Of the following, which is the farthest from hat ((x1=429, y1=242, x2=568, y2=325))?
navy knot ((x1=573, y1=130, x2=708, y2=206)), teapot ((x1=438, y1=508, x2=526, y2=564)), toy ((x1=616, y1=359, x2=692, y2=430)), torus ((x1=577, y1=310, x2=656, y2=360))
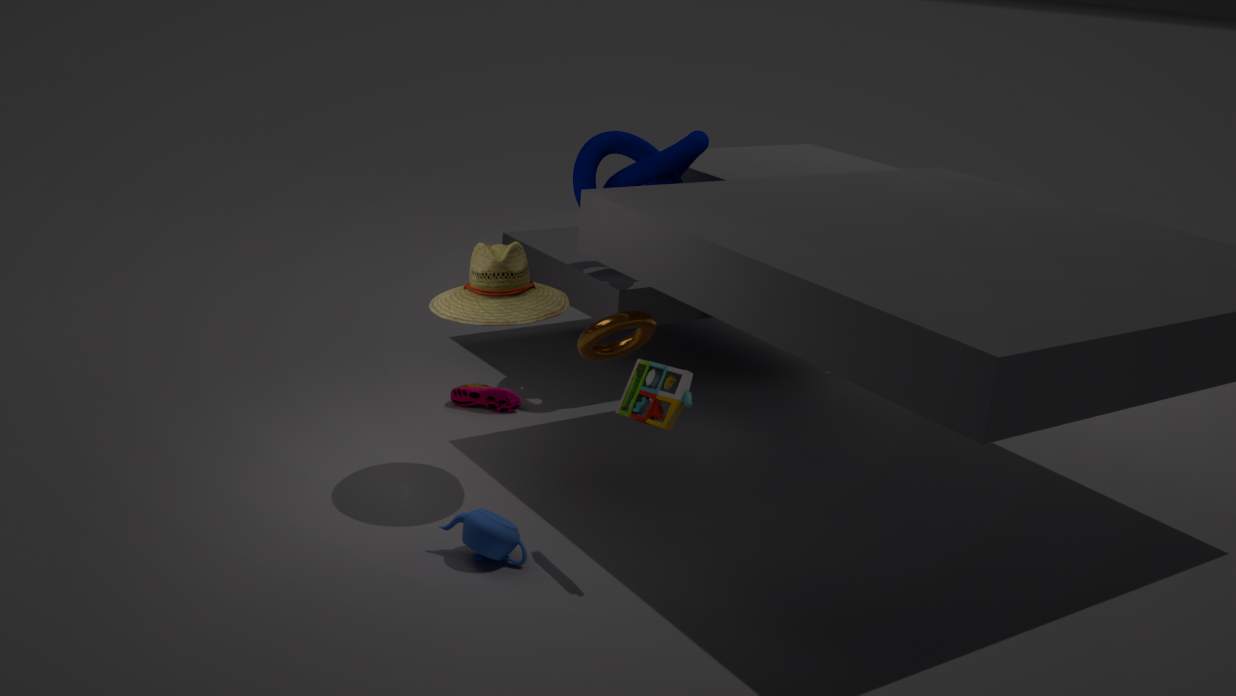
navy knot ((x1=573, y1=130, x2=708, y2=206))
